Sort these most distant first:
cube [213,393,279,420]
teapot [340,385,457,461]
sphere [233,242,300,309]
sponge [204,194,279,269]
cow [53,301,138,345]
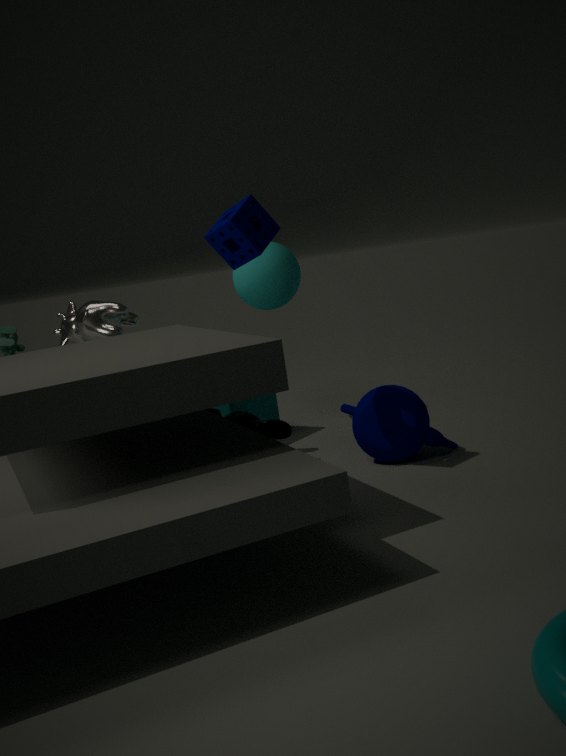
sphere [233,242,300,309], cube [213,393,279,420], cow [53,301,138,345], teapot [340,385,457,461], sponge [204,194,279,269]
